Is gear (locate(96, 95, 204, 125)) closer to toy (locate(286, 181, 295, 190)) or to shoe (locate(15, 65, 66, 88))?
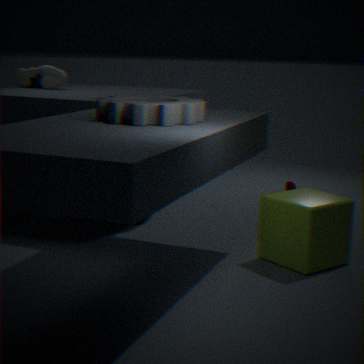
shoe (locate(15, 65, 66, 88))
